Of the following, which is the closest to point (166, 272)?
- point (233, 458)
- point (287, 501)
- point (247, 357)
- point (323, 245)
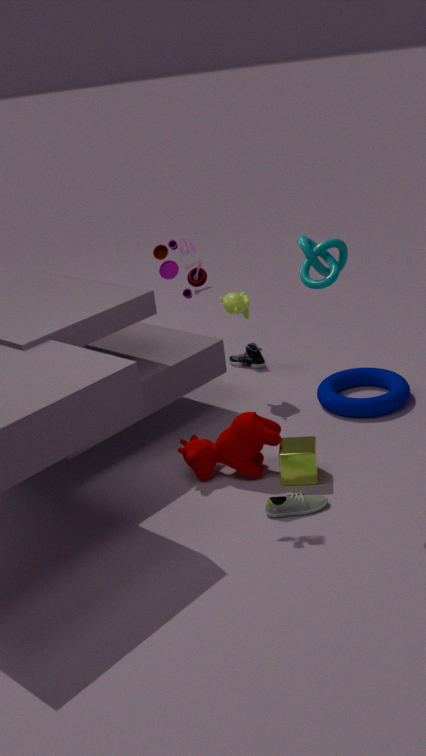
point (323, 245)
